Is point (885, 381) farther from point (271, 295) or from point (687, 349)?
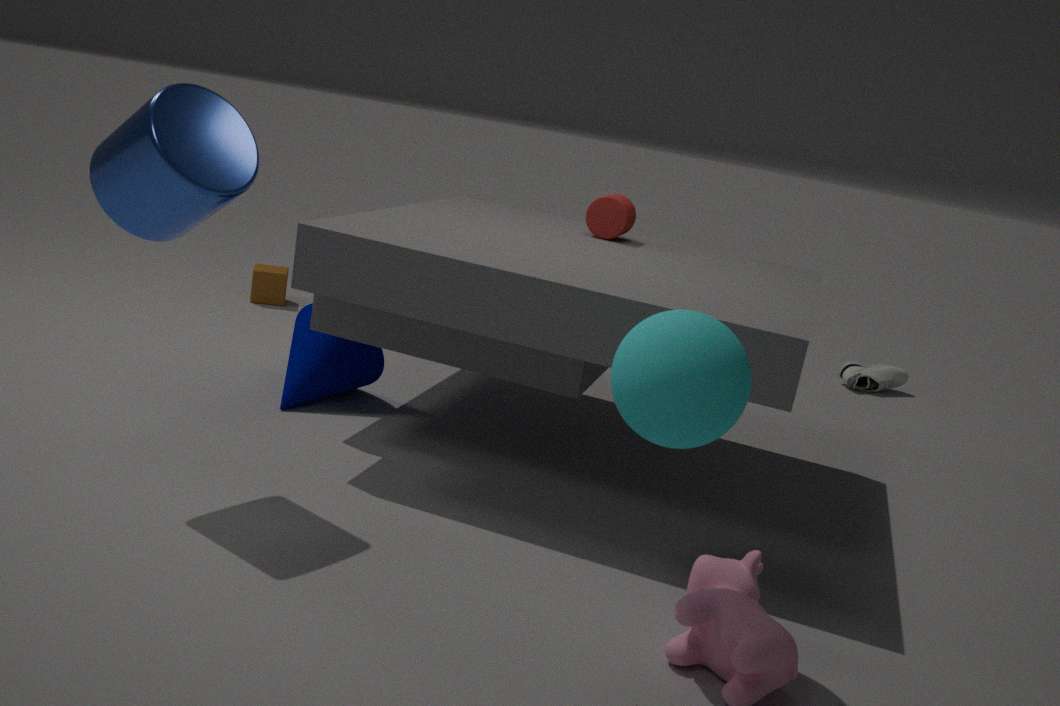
point (687, 349)
